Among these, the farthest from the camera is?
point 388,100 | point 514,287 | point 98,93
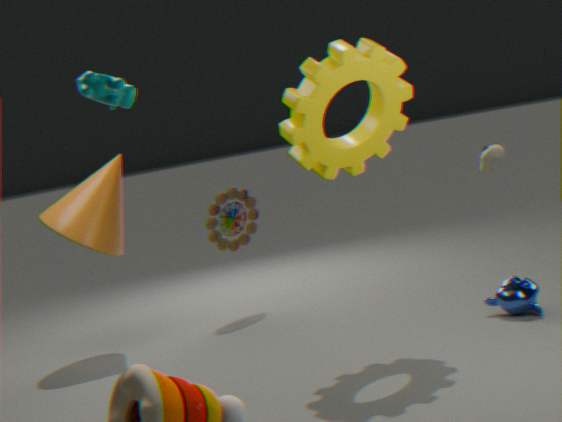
point 514,287
